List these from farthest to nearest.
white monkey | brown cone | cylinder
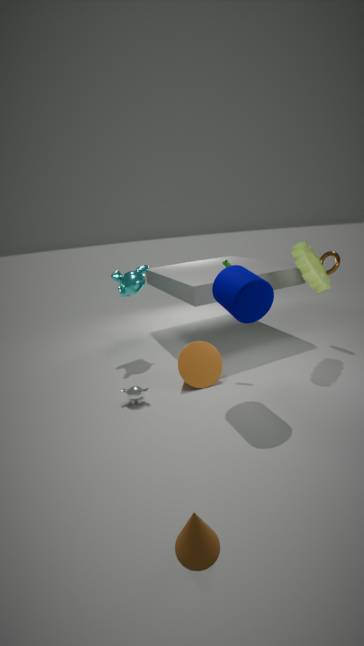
white monkey
cylinder
brown cone
